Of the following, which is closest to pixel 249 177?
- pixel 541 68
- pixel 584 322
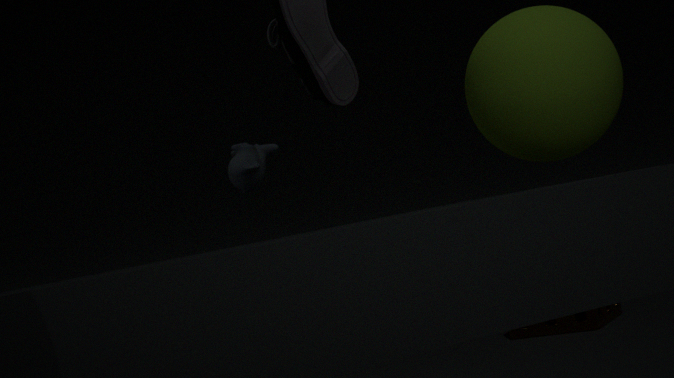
pixel 541 68
